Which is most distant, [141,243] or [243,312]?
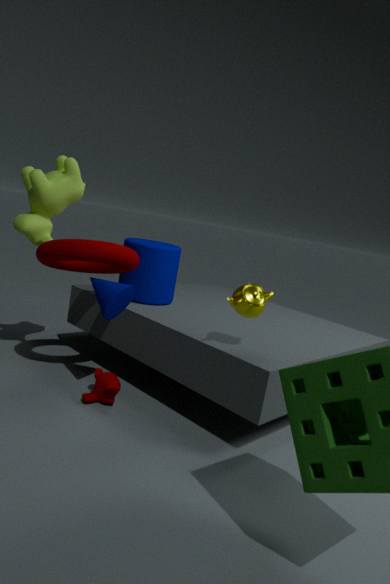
[141,243]
